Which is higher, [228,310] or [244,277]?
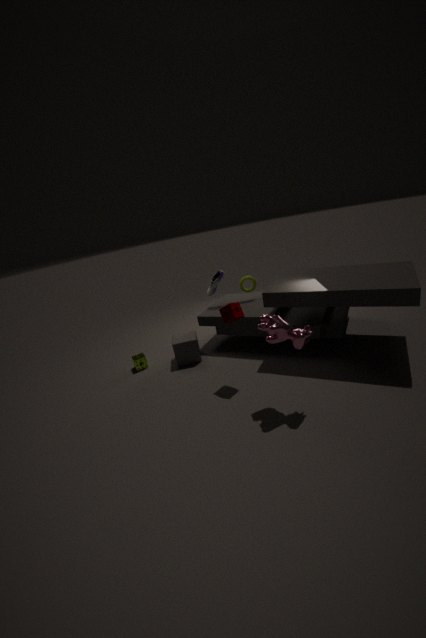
[228,310]
